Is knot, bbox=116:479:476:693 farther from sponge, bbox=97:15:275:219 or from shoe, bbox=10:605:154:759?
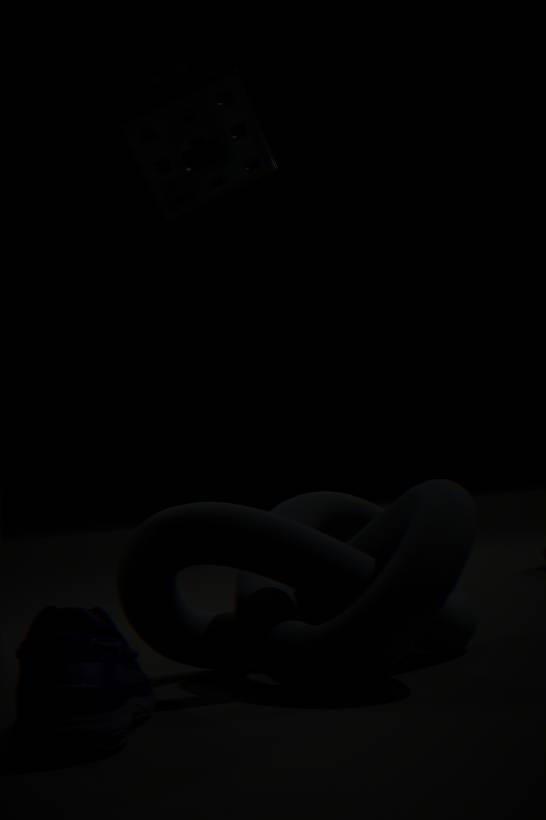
sponge, bbox=97:15:275:219
